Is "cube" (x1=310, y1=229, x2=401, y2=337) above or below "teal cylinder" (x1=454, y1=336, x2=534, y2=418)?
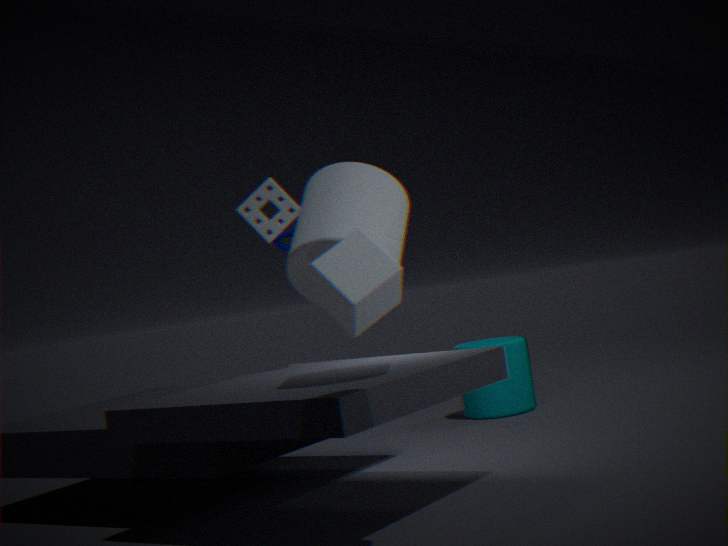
above
